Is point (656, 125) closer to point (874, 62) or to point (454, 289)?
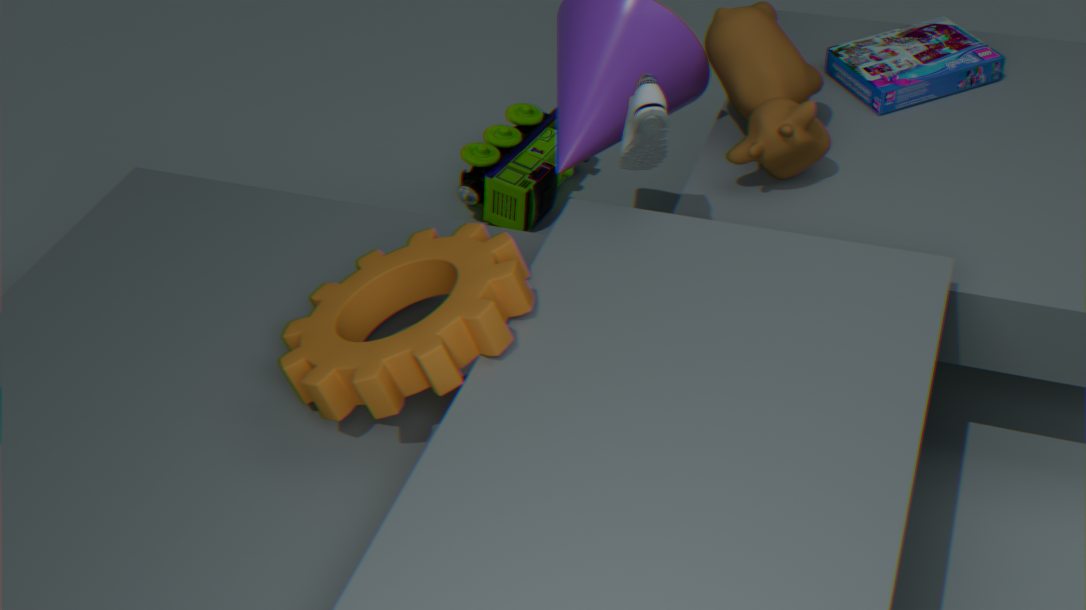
point (454, 289)
